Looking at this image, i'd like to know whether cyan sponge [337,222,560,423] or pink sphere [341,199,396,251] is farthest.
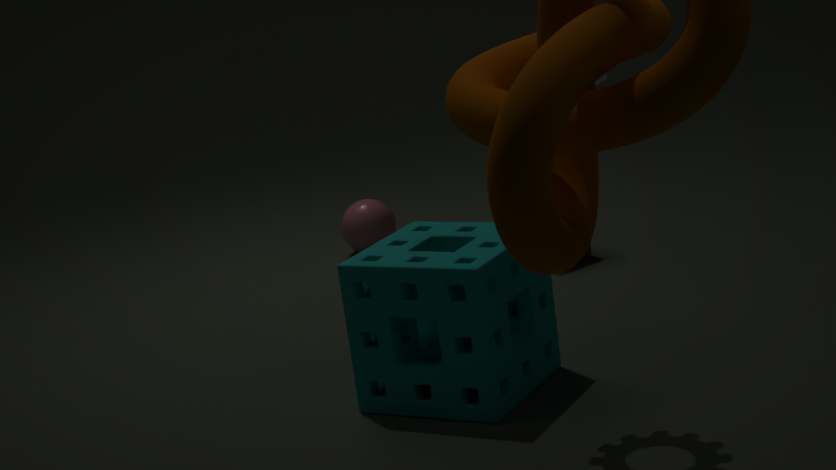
pink sphere [341,199,396,251]
